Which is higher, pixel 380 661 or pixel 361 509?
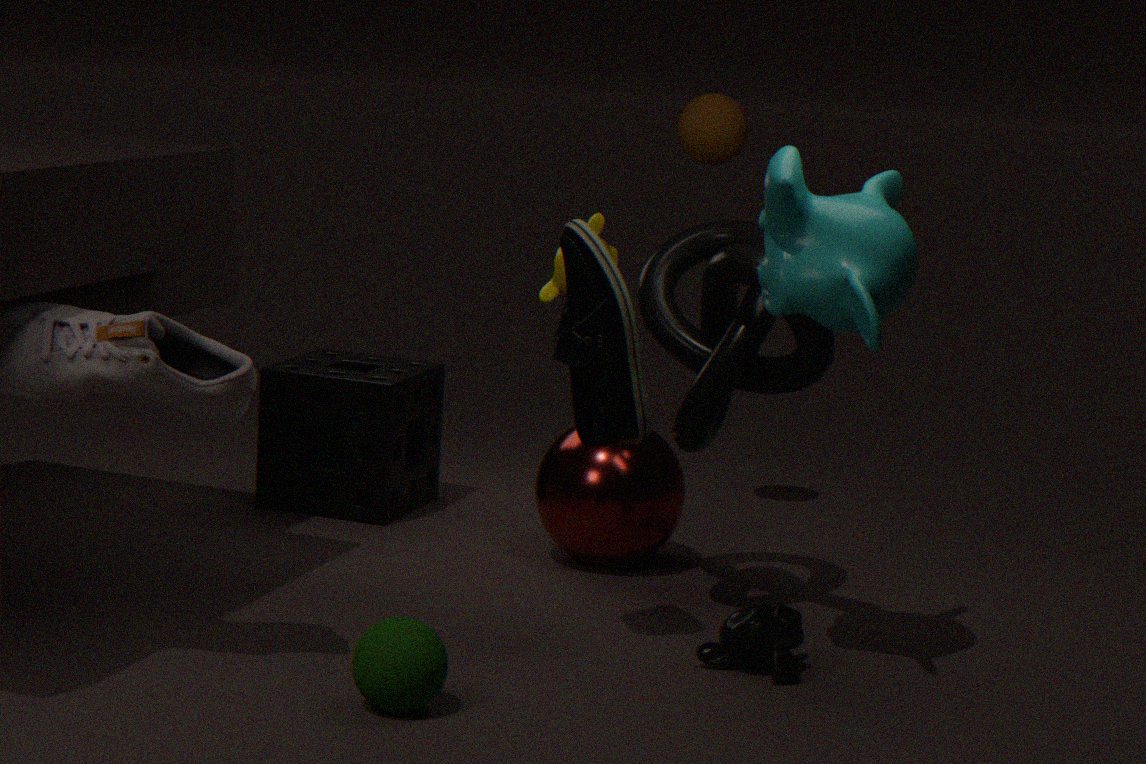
pixel 361 509
